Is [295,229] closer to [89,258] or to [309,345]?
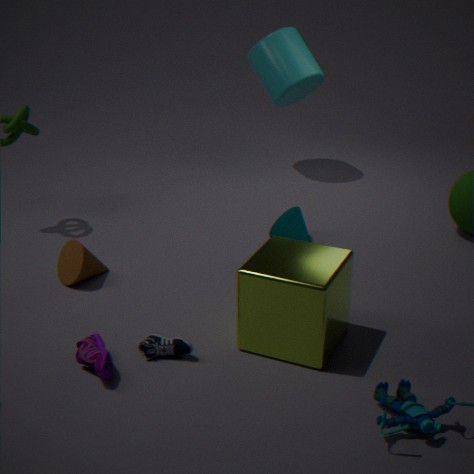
[309,345]
